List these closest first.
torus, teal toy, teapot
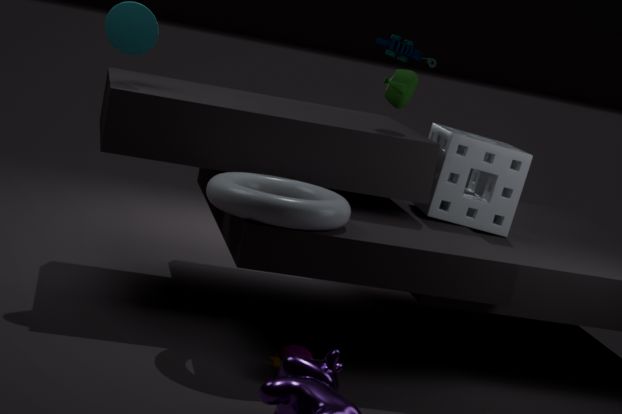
torus
teapot
teal toy
